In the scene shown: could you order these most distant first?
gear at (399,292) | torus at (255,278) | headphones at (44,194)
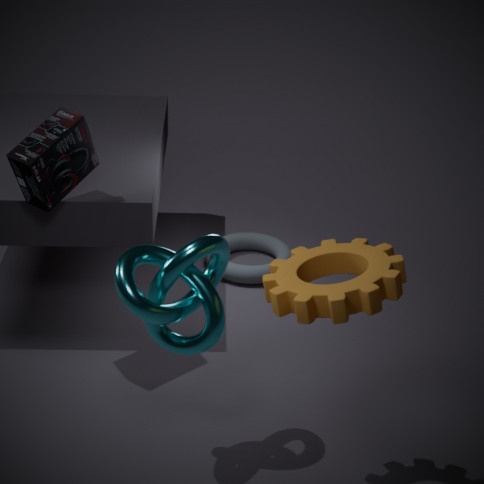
torus at (255,278)
headphones at (44,194)
gear at (399,292)
